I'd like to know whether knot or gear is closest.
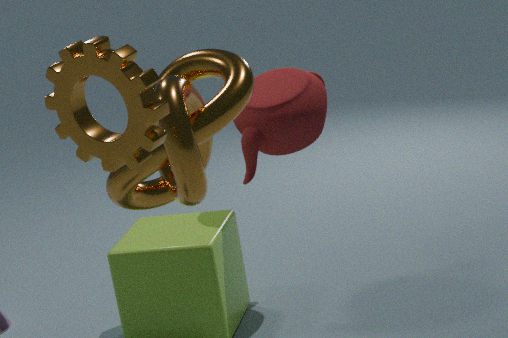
gear
